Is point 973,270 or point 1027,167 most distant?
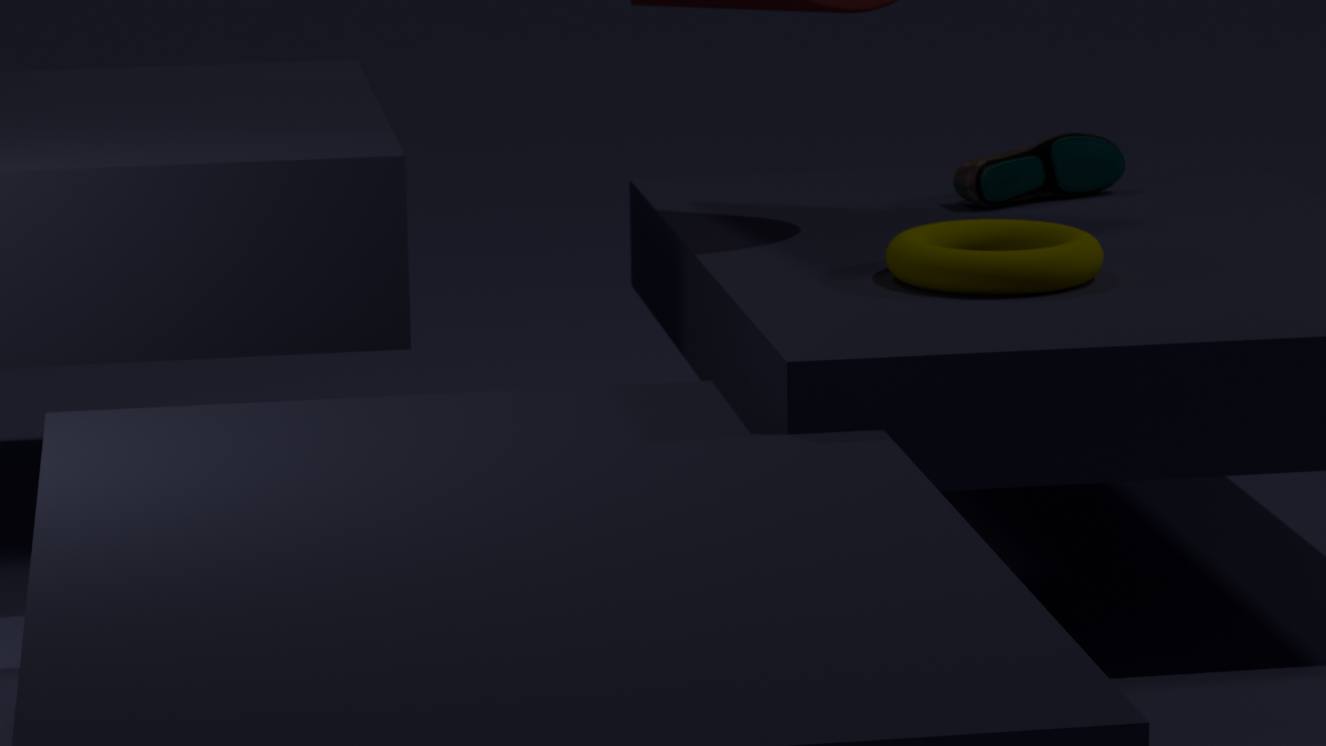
point 1027,167
